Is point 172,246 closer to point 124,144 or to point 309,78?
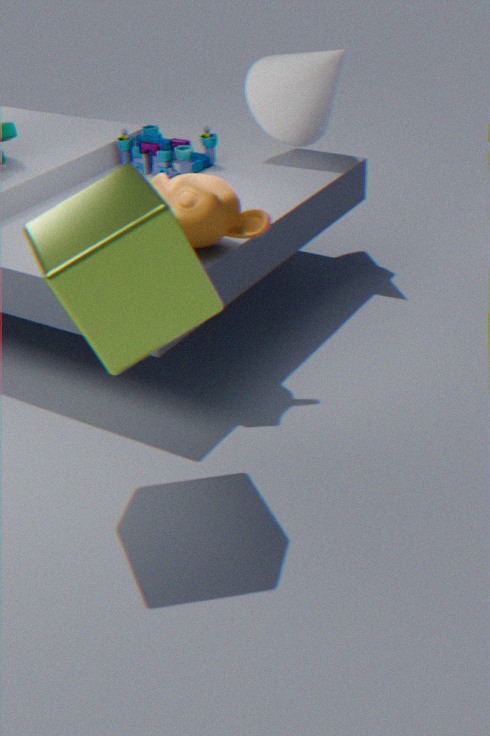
point 124,144
